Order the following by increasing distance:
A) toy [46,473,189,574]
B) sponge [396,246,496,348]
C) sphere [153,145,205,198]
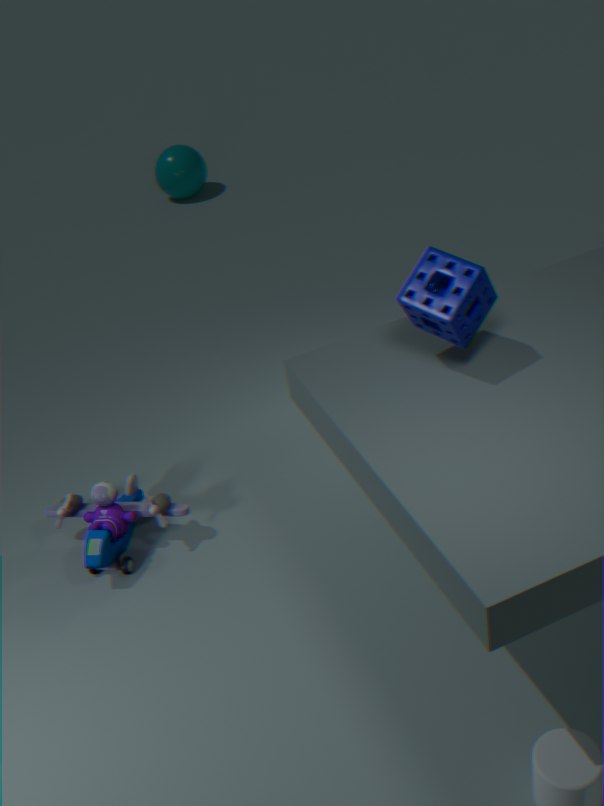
sponge [396,246,496,348]
toy [46,473,189,574]
sphere [153,145,205,198]
